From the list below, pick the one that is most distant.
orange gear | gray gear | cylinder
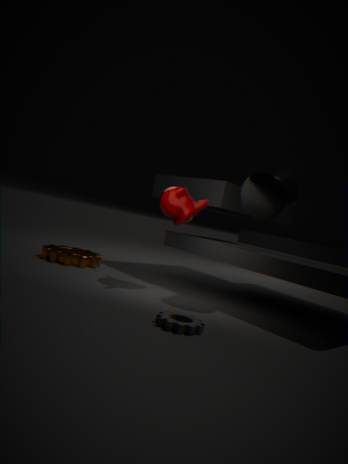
orange gear
